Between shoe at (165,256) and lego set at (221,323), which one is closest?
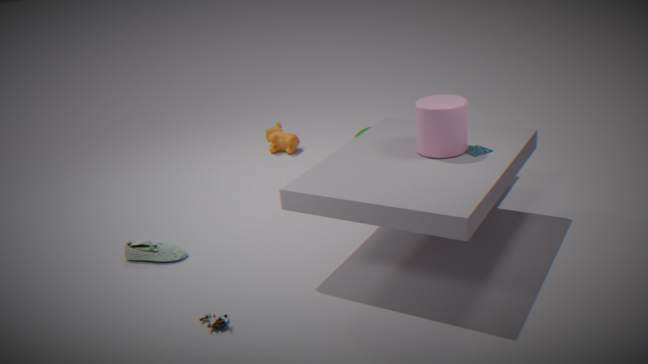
lego set at (221,323)
